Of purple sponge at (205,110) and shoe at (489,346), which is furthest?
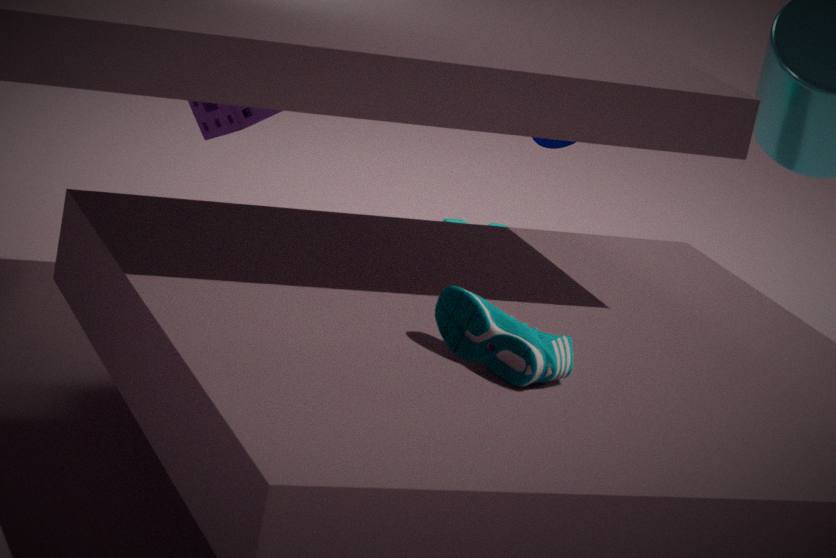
purple sponge at (205,110)
